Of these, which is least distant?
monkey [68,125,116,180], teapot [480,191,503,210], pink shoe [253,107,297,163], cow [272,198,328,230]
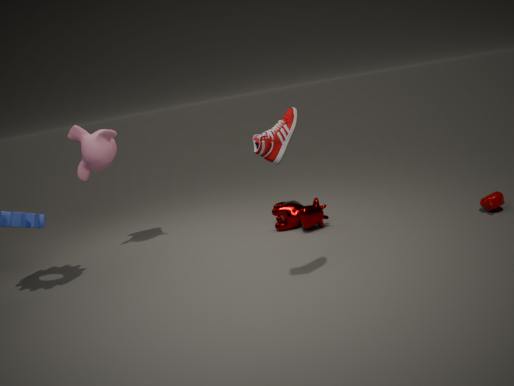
pink shoe [253,107,297,163]
